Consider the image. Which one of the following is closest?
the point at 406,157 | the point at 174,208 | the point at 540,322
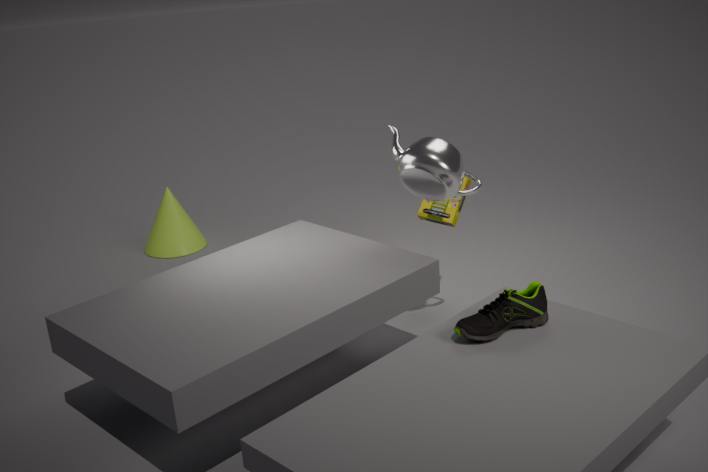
the point at 540,322
